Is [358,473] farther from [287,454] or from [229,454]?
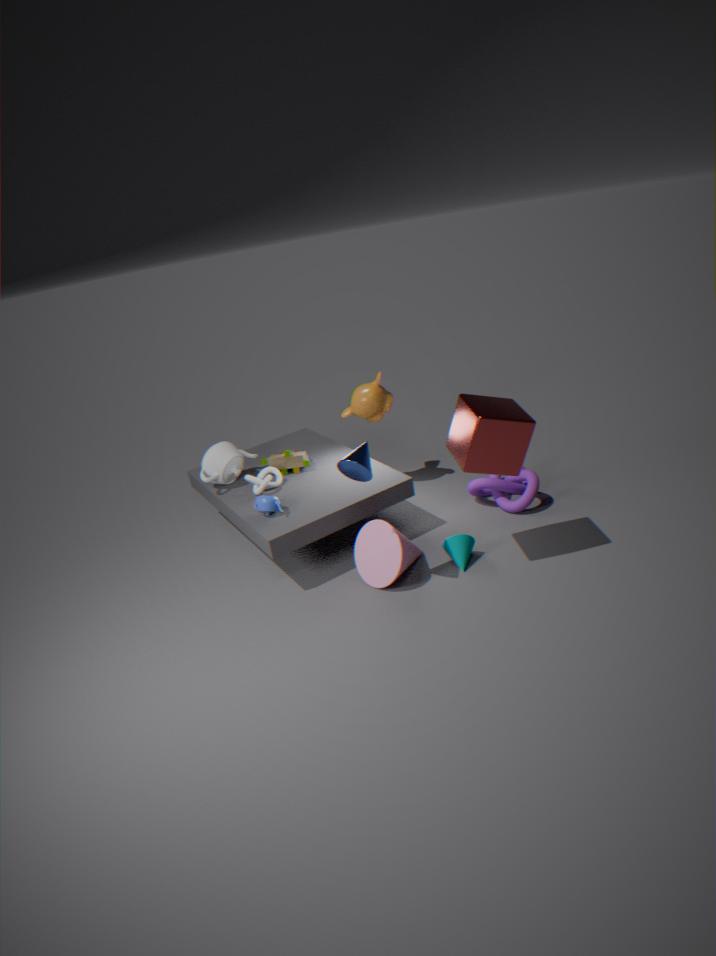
[229,454]
